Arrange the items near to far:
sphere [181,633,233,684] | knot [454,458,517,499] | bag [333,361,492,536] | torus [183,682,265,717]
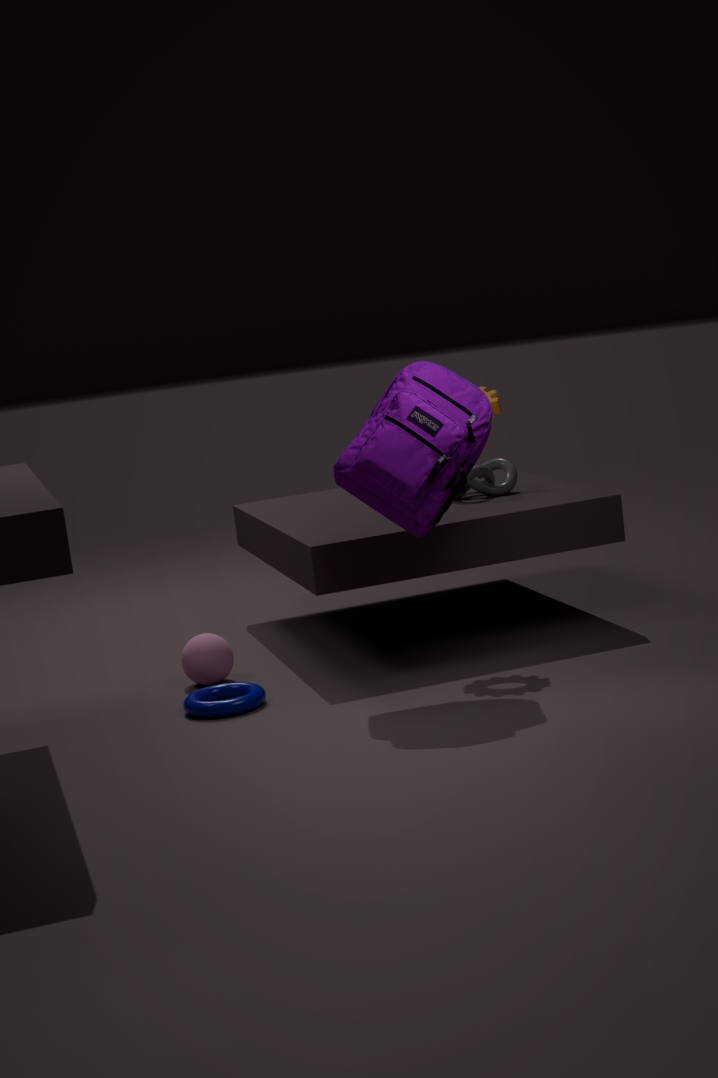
bag [333,361,492,536] → torus [183,682,265,717] → sphere [181,633,233,684] → knot [454,458,517,499]
